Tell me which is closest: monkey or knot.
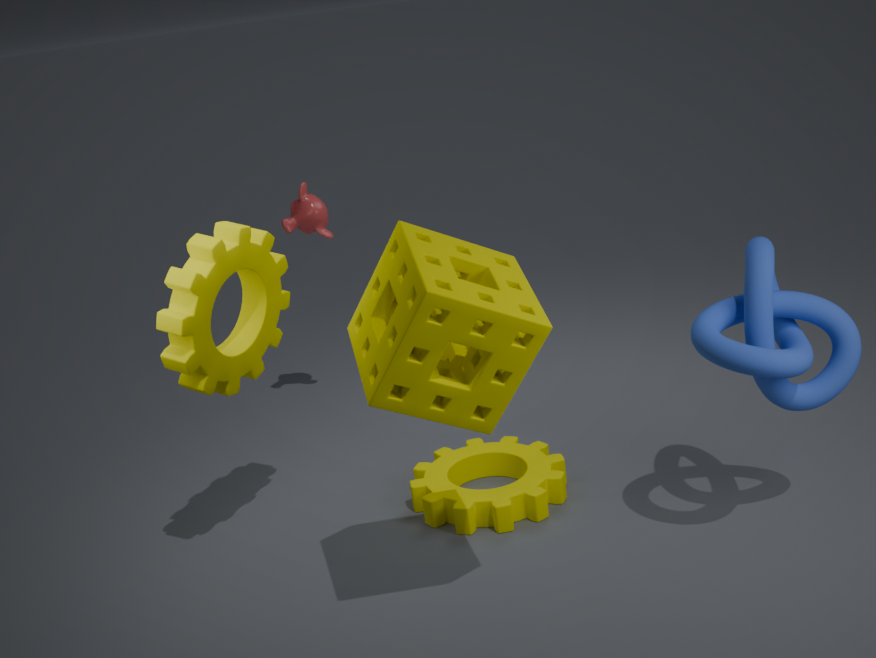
knot
